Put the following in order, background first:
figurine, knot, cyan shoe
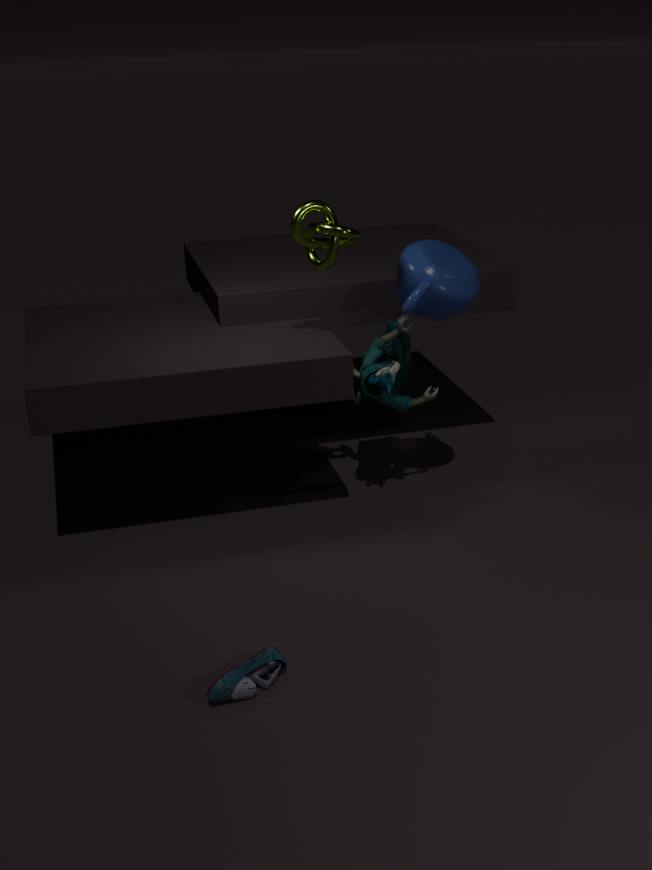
figurine < knot < cyan shoe
